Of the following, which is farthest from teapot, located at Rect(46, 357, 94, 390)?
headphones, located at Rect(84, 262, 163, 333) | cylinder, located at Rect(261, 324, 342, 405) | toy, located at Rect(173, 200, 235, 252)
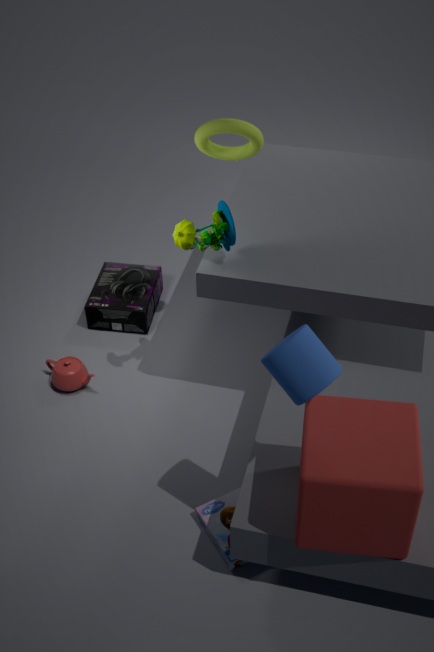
cylinder, located at Rect(261, 324, 342, 405)
